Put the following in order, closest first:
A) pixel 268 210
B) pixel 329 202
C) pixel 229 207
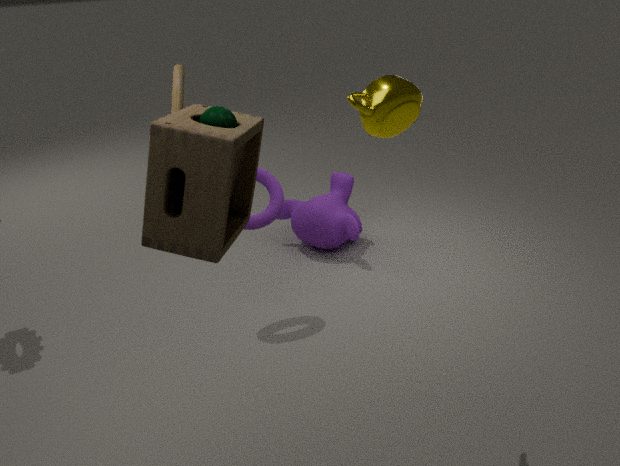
pixel 229 207, pixel 268 210, pixel 329 202
